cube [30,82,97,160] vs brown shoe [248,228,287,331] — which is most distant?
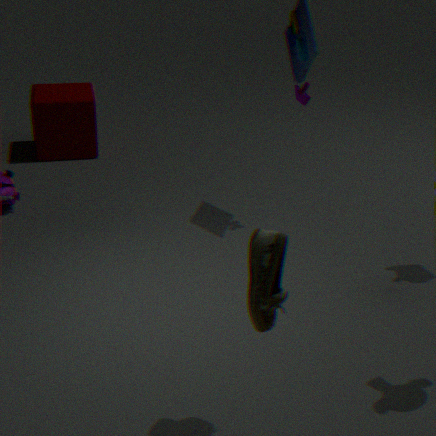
cube [30,82,97,160]
